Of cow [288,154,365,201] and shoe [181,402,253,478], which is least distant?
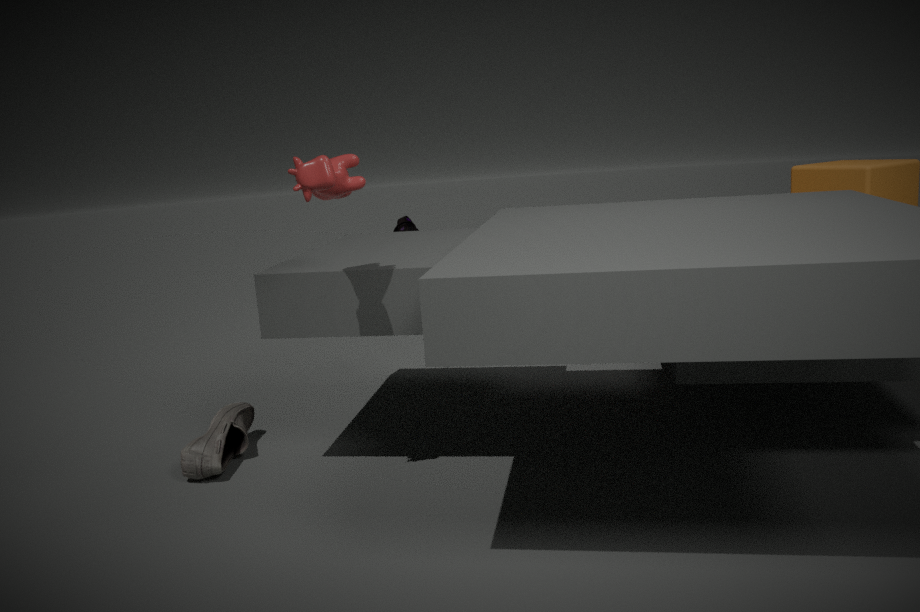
cow [288,154,365,201]
